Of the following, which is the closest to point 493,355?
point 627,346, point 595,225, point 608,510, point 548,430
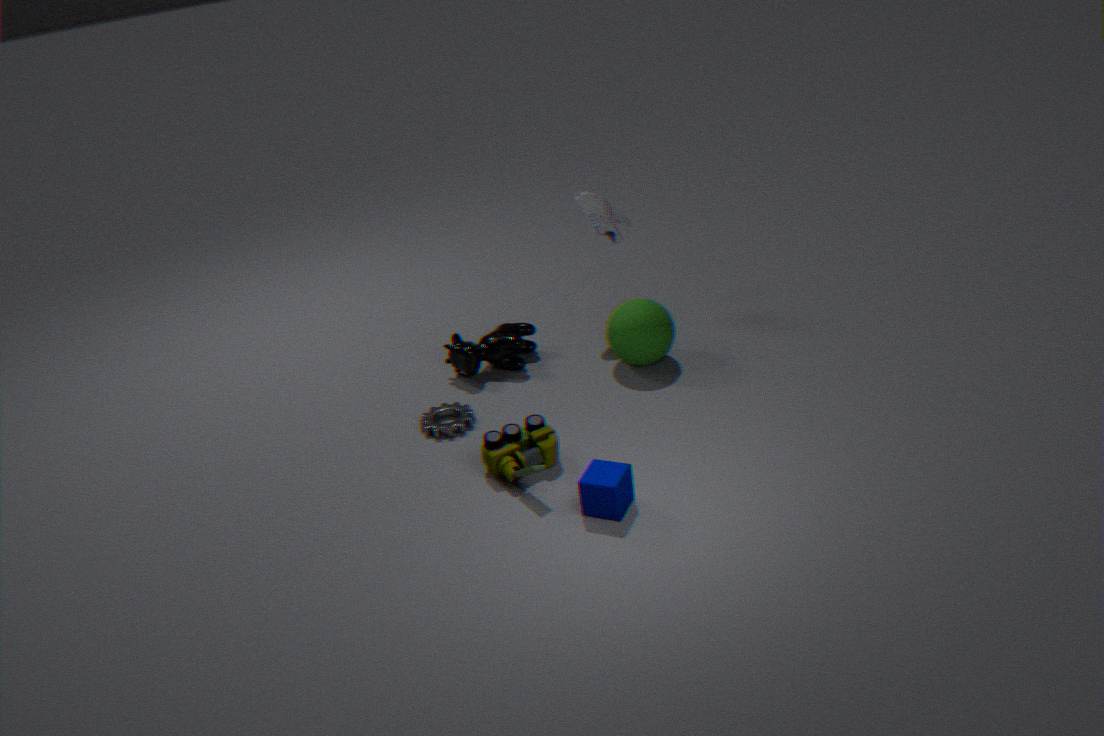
point 627,346
